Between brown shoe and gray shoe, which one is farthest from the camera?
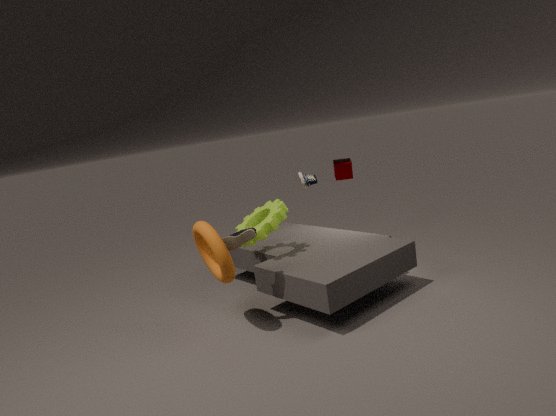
gray shoe
